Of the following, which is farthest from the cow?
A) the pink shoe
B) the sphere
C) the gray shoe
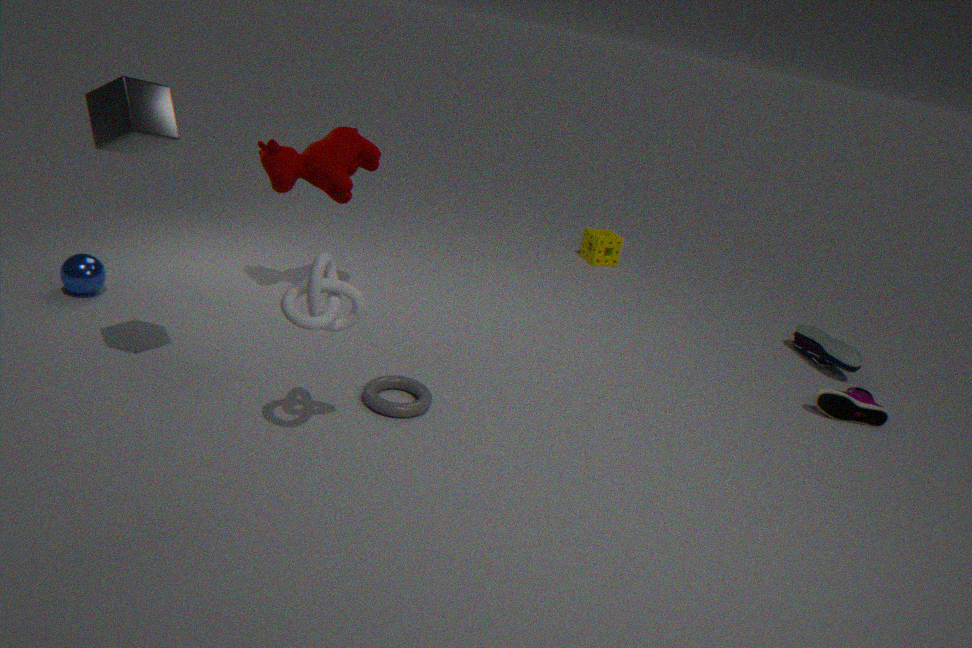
the gray shoe
